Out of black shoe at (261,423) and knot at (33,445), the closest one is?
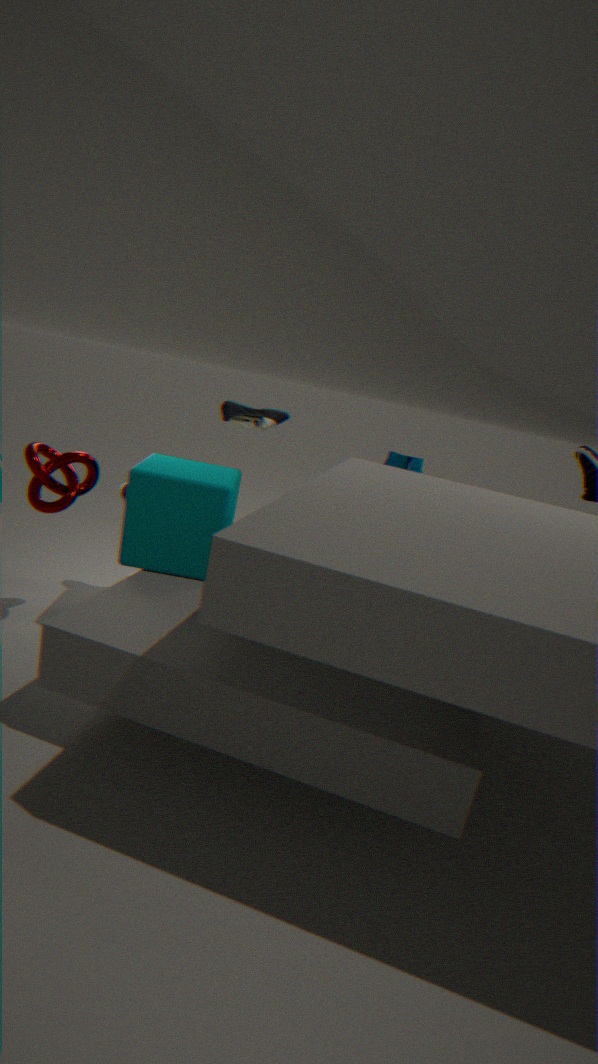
knot at (33,445)
